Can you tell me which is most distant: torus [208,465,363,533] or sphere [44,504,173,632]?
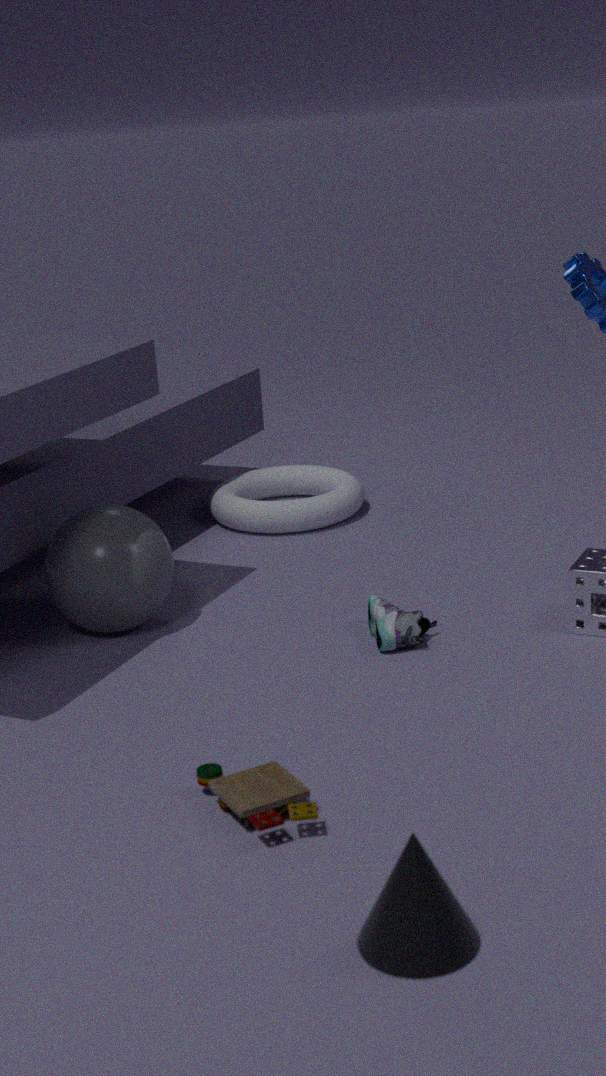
torus [208,465,363,533]
